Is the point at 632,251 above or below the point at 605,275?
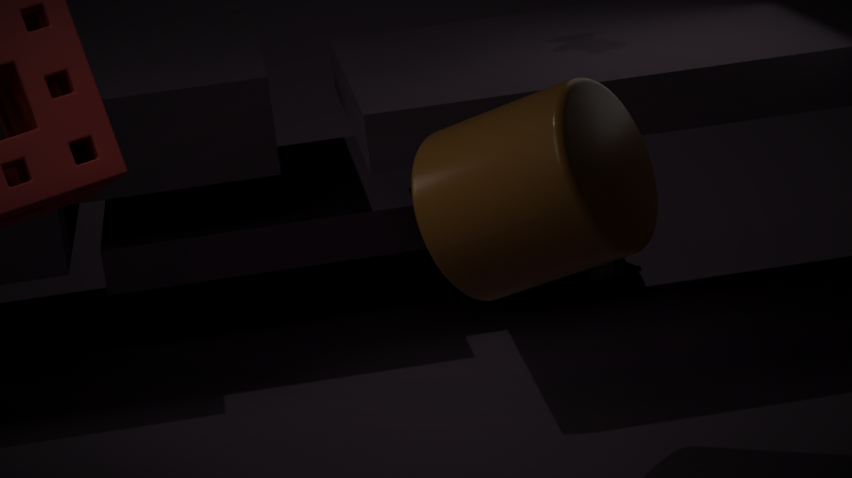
above
